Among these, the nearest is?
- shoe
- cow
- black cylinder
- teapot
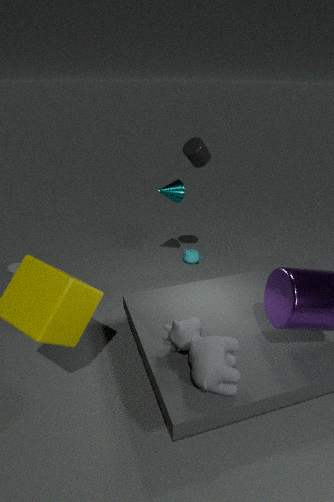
cow
